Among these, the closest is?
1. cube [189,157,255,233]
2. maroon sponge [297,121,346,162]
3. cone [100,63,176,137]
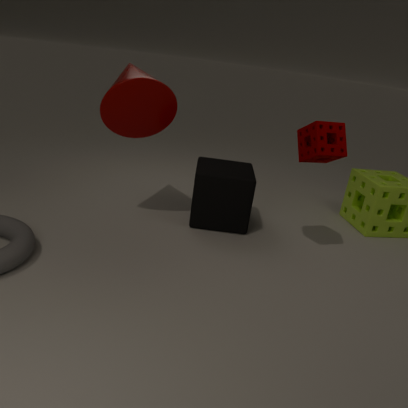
maroon sponge [297,121,346,162]
